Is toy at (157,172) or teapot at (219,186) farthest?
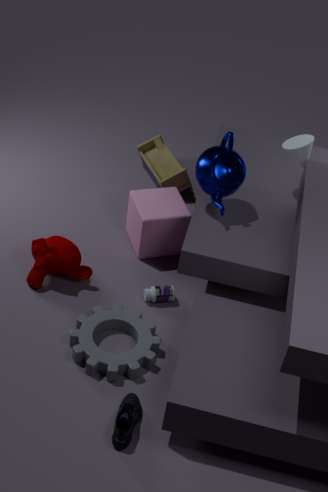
toy at (157,172)
